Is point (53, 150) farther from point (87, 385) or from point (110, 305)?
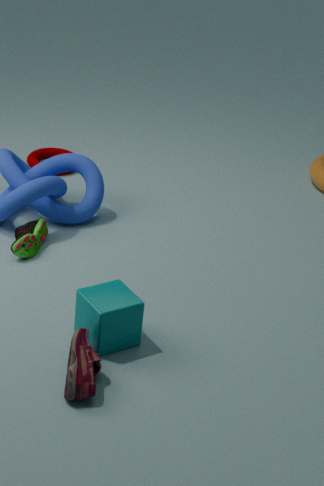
point (87, 385)
